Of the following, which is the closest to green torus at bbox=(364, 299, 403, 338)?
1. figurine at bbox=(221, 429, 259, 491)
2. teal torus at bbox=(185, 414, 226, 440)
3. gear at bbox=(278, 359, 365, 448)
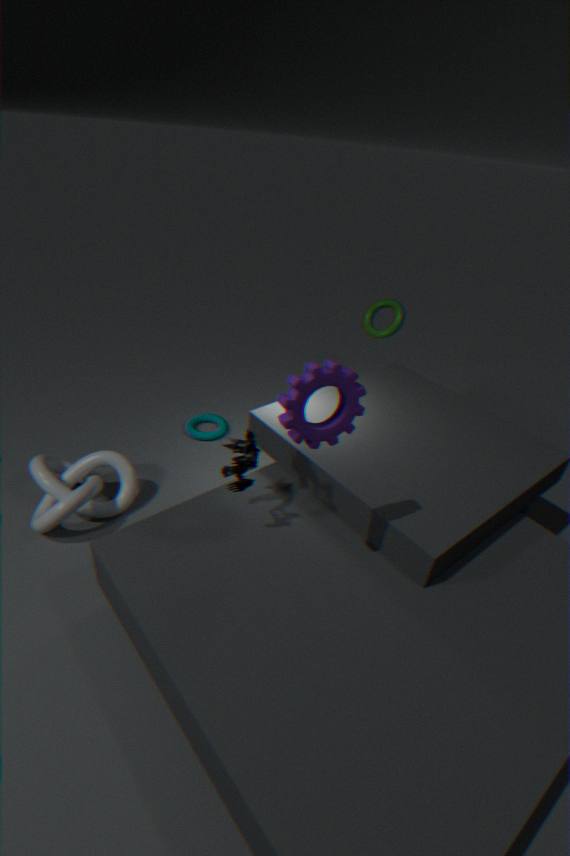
teal torus at bbox=(185, 414, 226, 440)
